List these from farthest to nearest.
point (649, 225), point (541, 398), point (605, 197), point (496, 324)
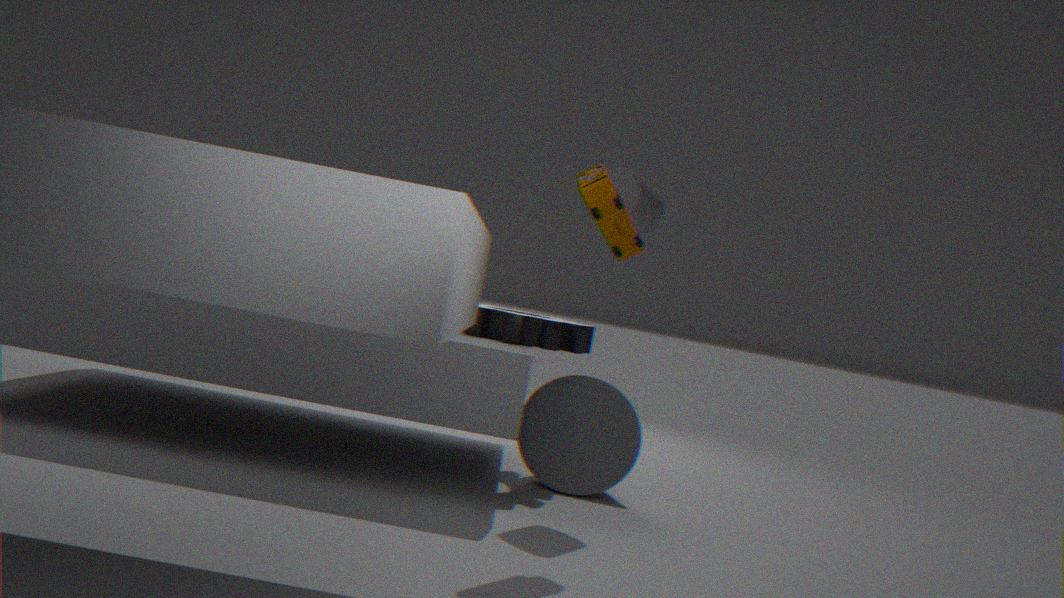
point (541, 398)
point (496, 324)
point (649, 225)
point (605, 197)
